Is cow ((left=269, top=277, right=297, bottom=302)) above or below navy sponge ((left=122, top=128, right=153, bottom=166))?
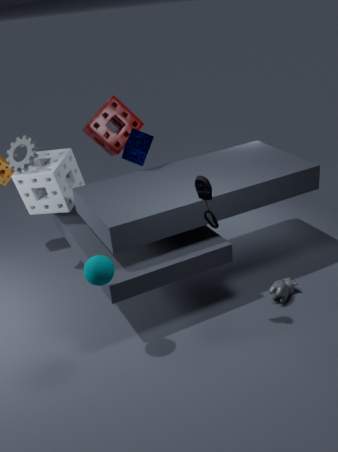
below
